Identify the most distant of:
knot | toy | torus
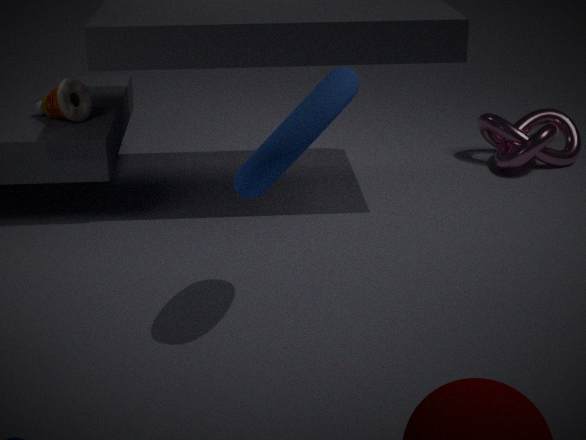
knot
